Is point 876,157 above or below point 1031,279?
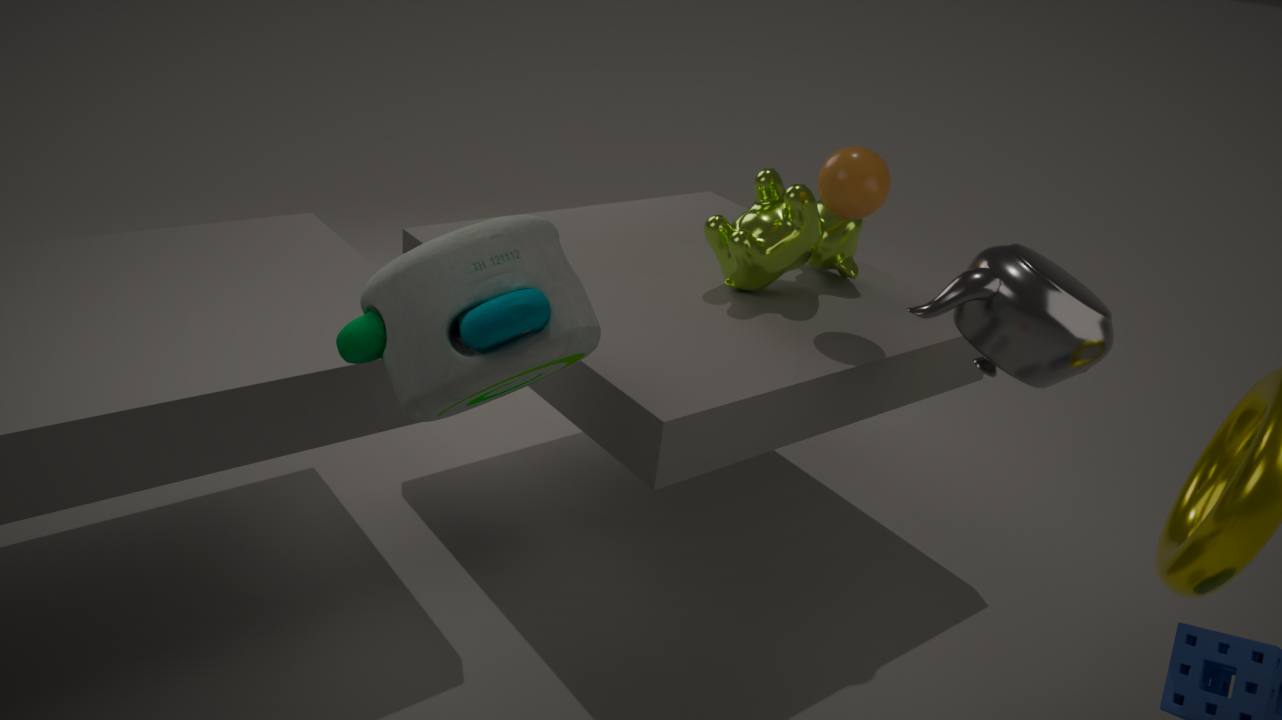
above
